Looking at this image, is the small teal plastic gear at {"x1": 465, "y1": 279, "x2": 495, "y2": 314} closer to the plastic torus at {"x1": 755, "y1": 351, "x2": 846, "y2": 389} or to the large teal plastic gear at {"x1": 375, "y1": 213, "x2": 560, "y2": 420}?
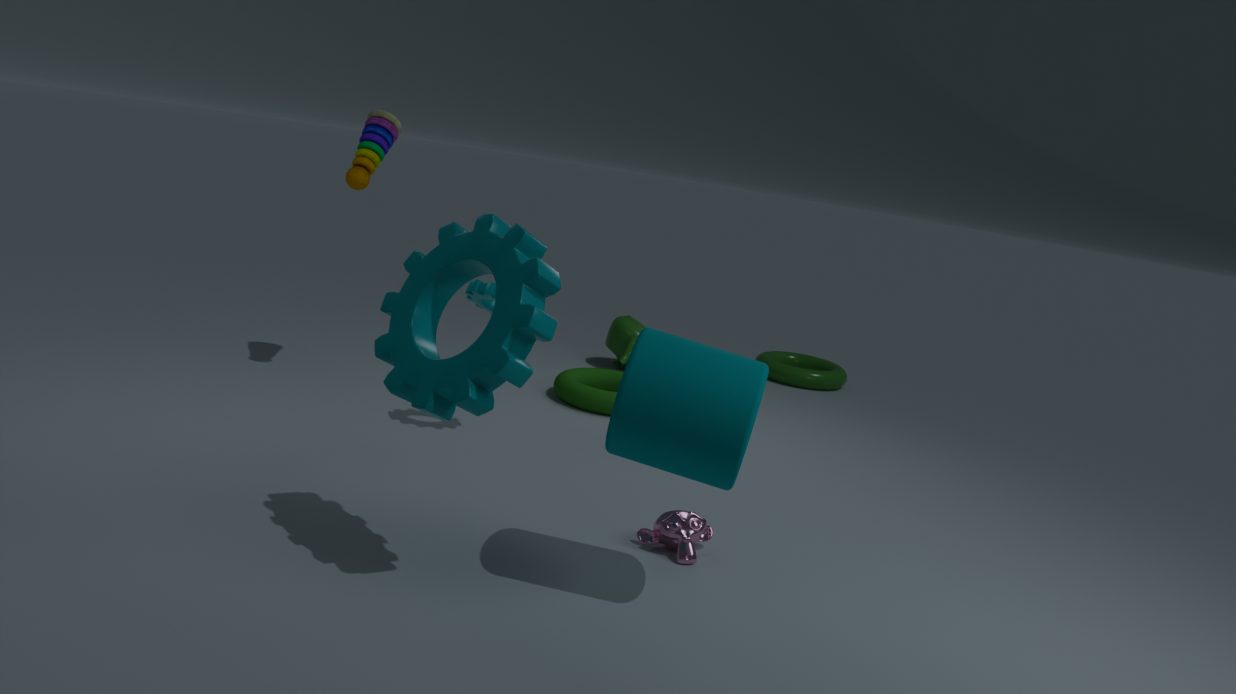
the large teal plastic gear at {"x1": 375, "y1": 213, "x2": 560, "y2": 420}
